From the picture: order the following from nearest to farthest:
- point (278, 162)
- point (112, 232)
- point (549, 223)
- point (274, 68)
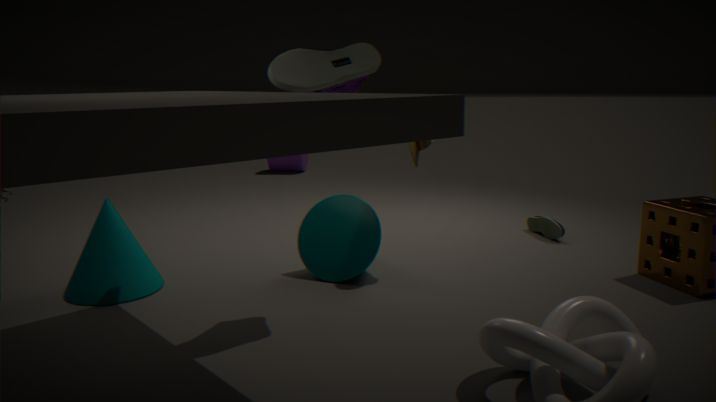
point (274, 68) → point (112, 232) → point (549, 223) → point (278, 162)
